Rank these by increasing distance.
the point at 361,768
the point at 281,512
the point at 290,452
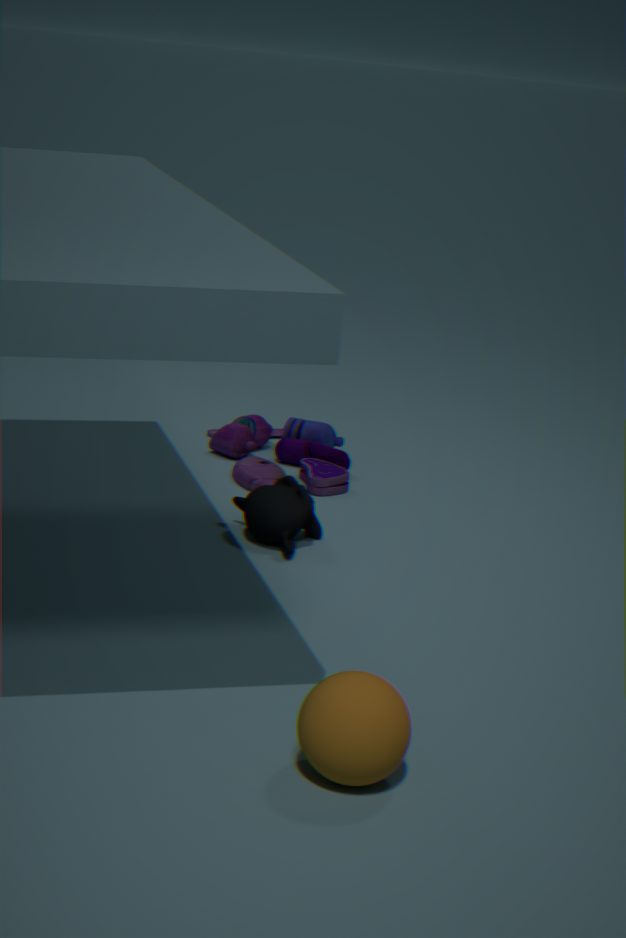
the point at 361,768 < the point at 281,512 < the point at 290,452
